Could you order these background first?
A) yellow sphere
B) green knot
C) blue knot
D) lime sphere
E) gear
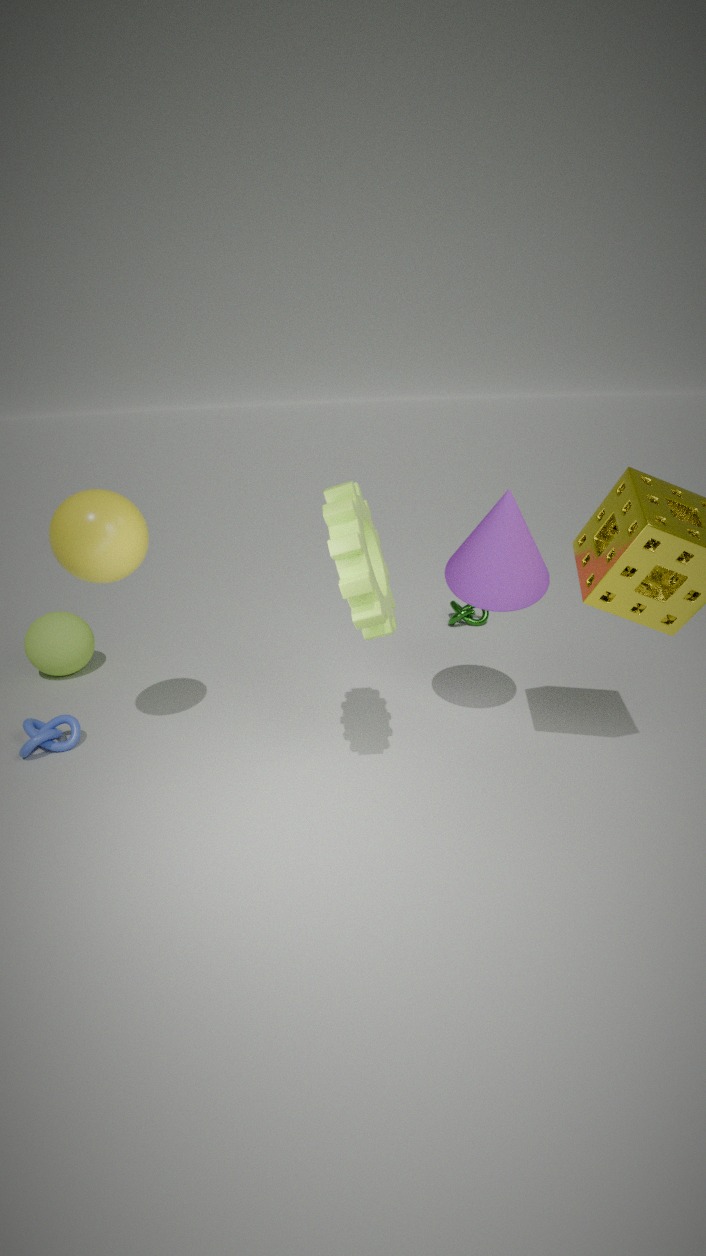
green knot, lime sphere, blue knot, yellow sphere, gear
